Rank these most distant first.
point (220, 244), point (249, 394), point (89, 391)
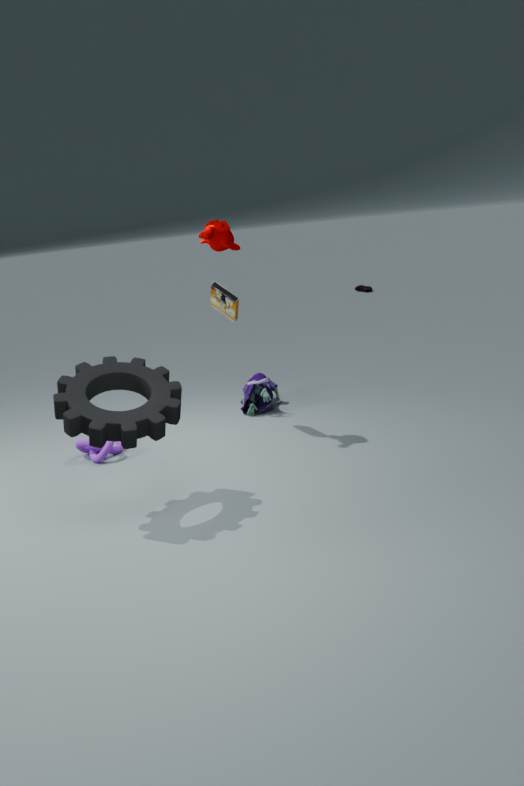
point (249, 394) < point (220, 244) < point (89, 391)
